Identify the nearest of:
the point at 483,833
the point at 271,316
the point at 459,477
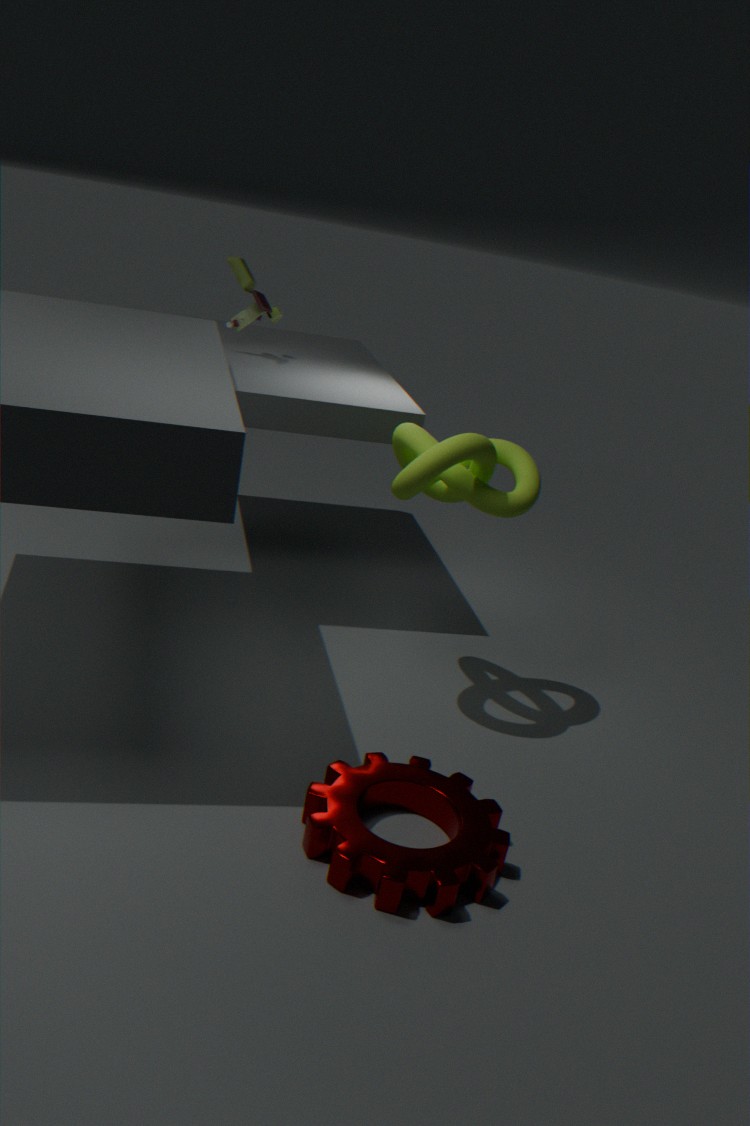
the point at 483,833
